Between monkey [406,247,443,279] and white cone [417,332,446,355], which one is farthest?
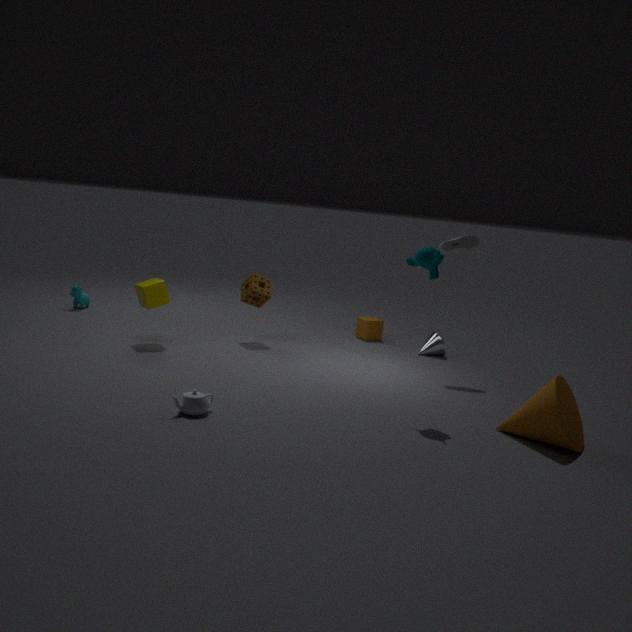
white cone [417,332,446,355]
